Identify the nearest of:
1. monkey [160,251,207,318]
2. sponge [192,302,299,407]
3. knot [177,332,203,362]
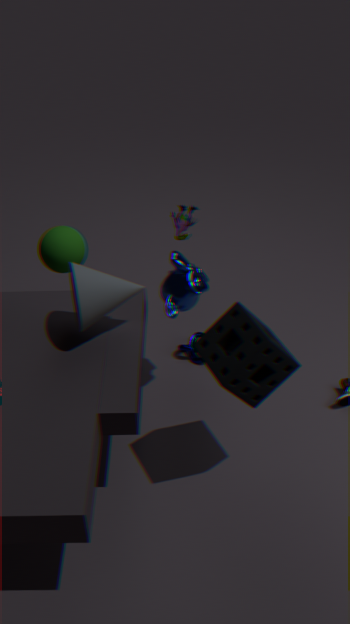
sponge [192,302,299,407]
